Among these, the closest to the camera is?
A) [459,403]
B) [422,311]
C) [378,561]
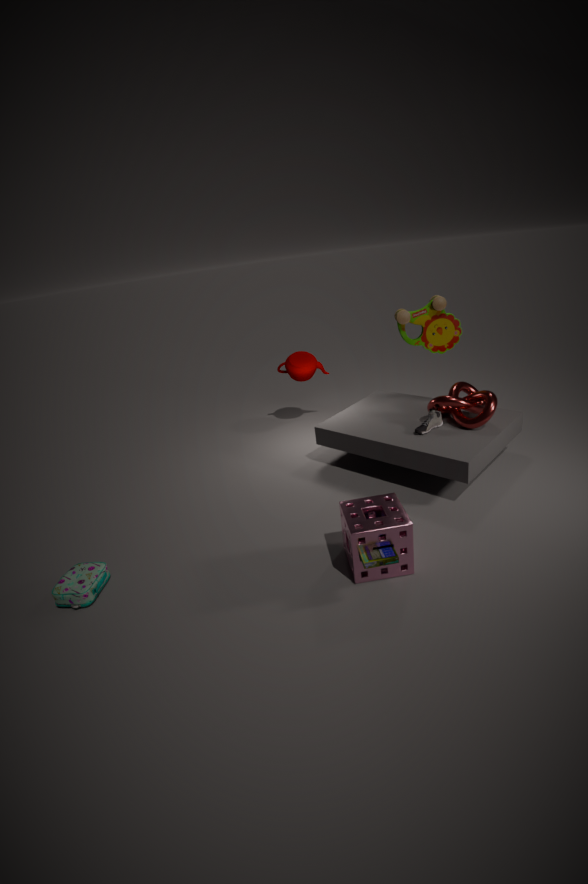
[378,561]
